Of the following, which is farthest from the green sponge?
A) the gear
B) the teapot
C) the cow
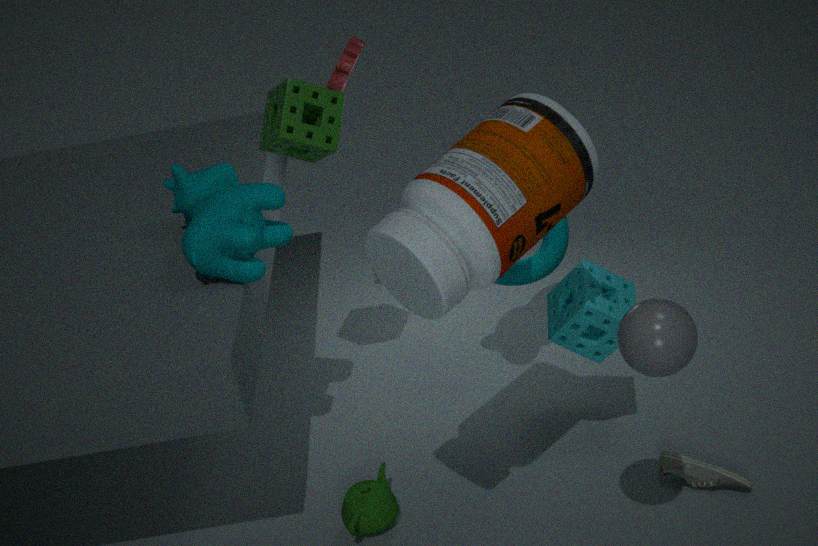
the teapot
